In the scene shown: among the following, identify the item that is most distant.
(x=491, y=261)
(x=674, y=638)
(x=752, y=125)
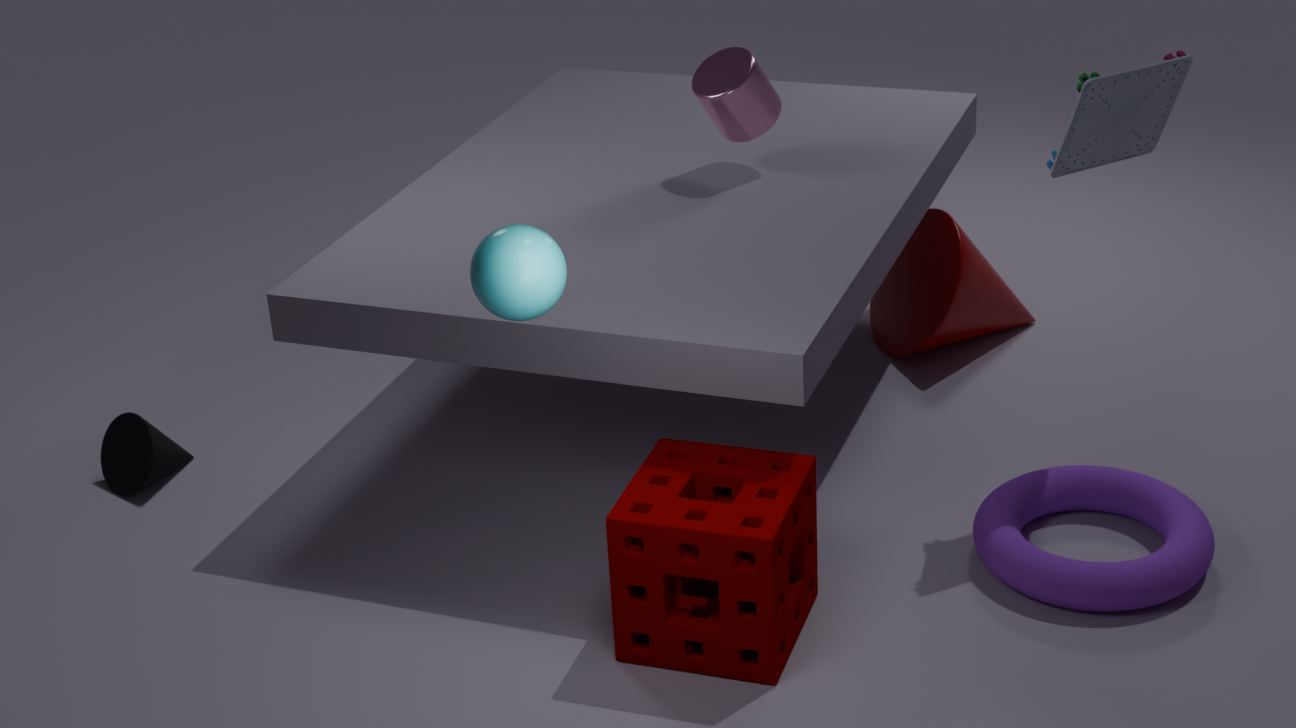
(x=752, y=125)
